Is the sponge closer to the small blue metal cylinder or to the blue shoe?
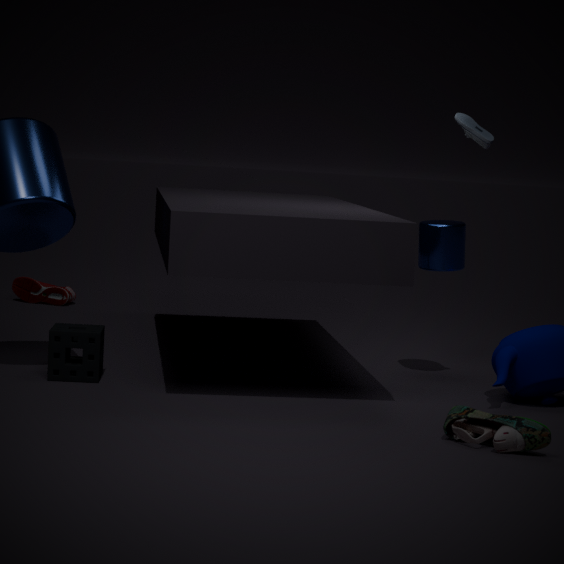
the small blue metal cylinder
